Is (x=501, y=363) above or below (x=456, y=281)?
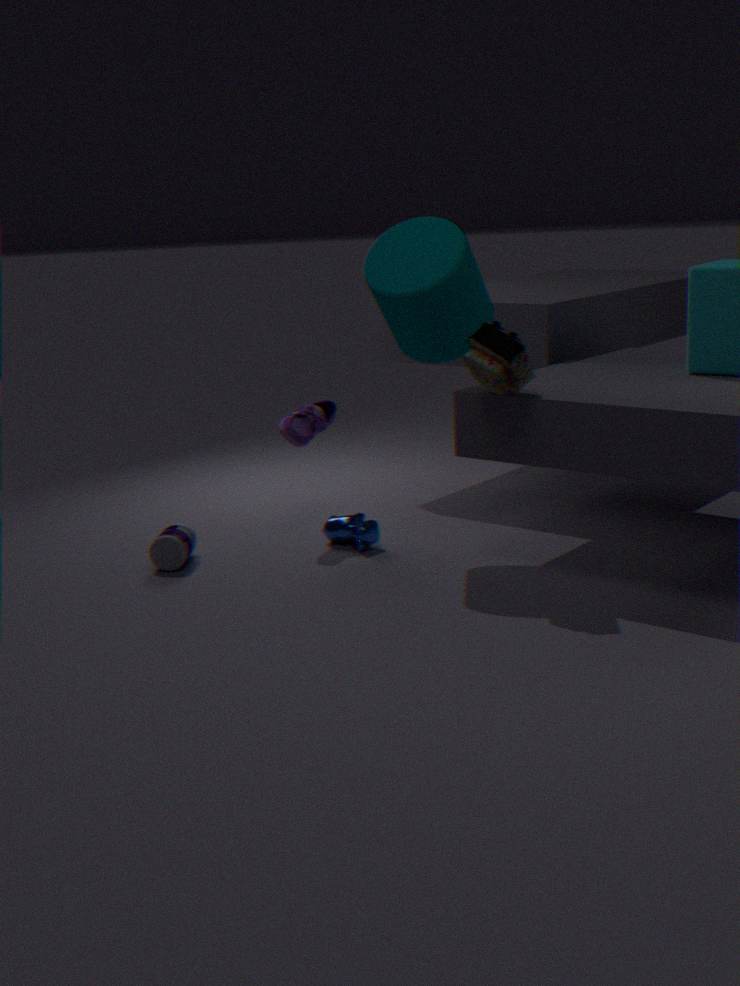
below
